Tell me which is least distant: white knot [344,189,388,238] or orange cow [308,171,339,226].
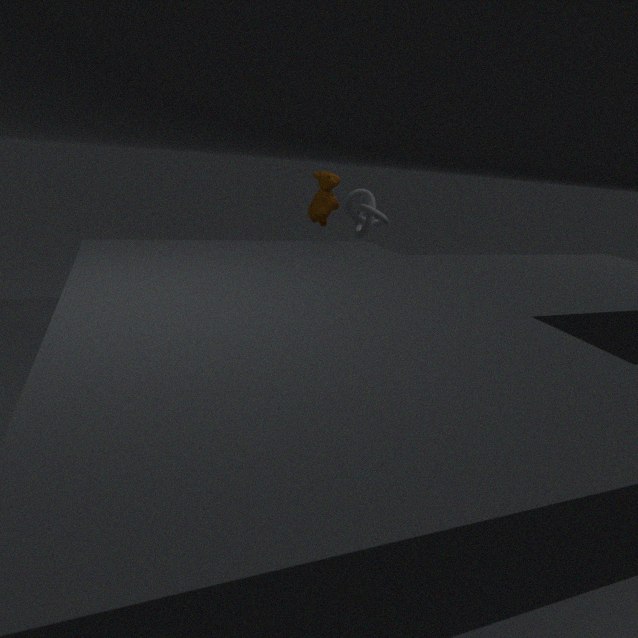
orange cow [308,171,339,226]
